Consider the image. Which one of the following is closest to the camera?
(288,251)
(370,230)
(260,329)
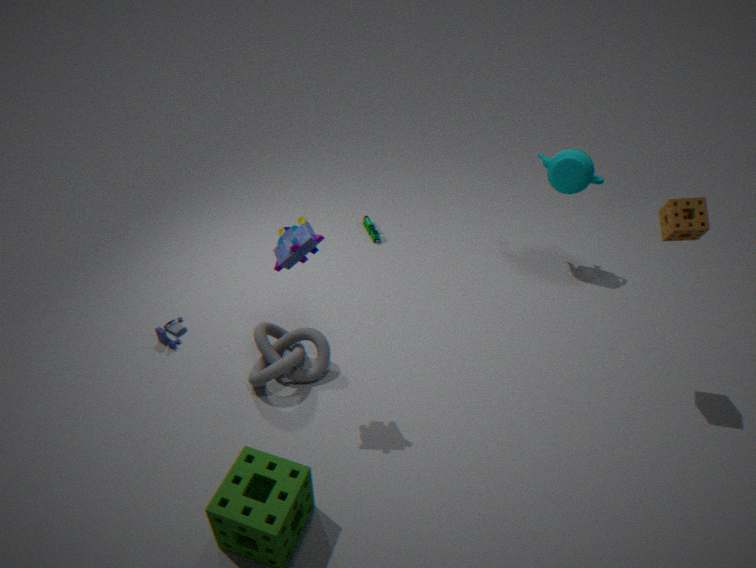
(288,251)
